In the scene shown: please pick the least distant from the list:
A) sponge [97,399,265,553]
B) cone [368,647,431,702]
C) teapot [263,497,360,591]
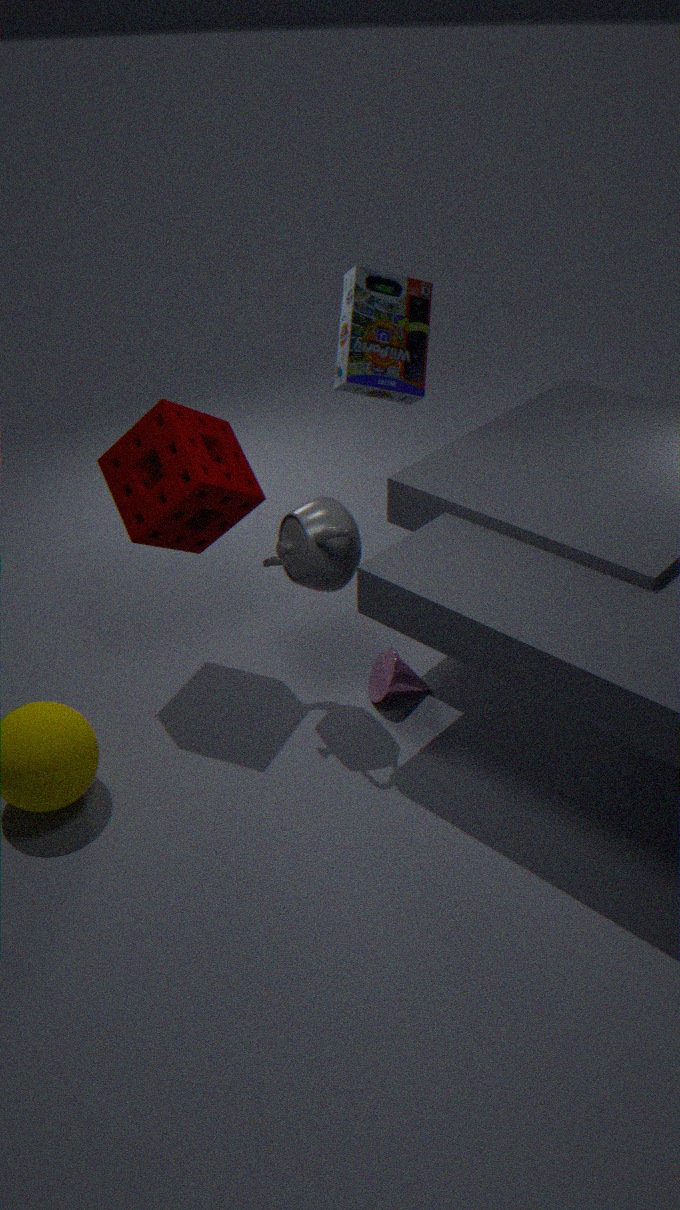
teapot [263,497,360,591]
